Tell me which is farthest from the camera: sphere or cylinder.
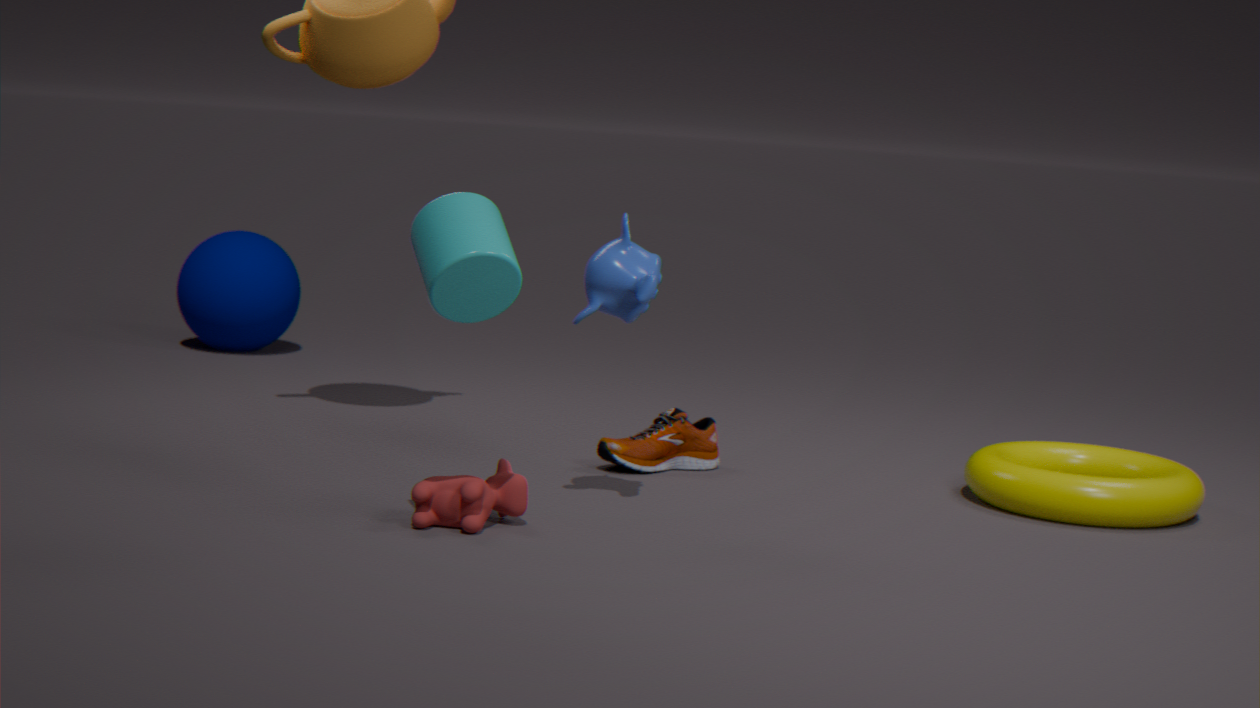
sphere
